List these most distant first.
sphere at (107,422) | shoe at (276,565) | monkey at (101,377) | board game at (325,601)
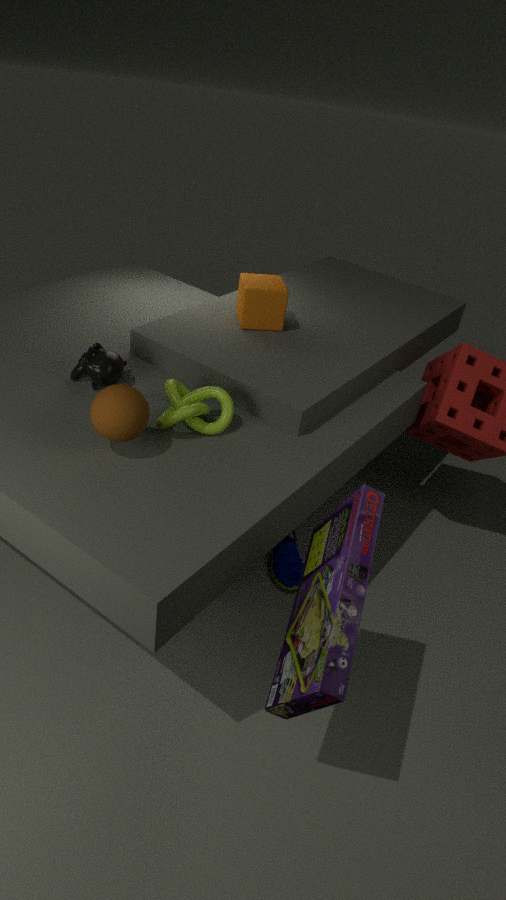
shoe at (276,565), monkey at (101,377), sphere at (107,422), board game at (325,601)
